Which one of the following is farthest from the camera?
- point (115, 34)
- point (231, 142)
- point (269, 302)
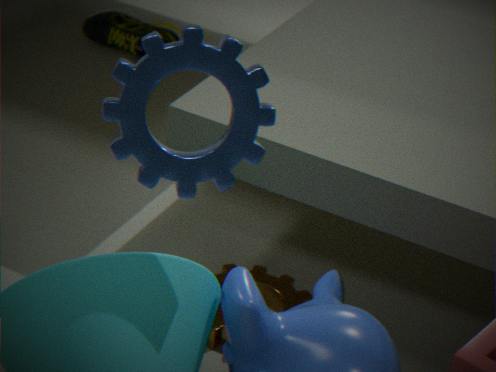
point (115, 34)
